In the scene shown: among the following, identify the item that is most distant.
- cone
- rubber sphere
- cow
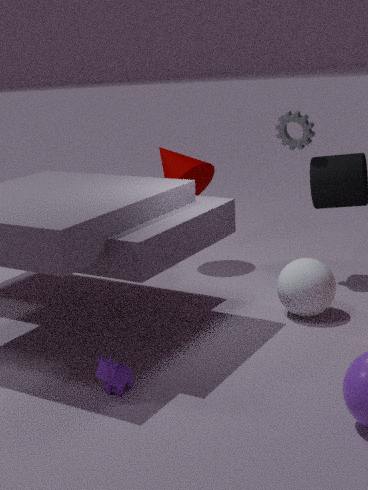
cone
